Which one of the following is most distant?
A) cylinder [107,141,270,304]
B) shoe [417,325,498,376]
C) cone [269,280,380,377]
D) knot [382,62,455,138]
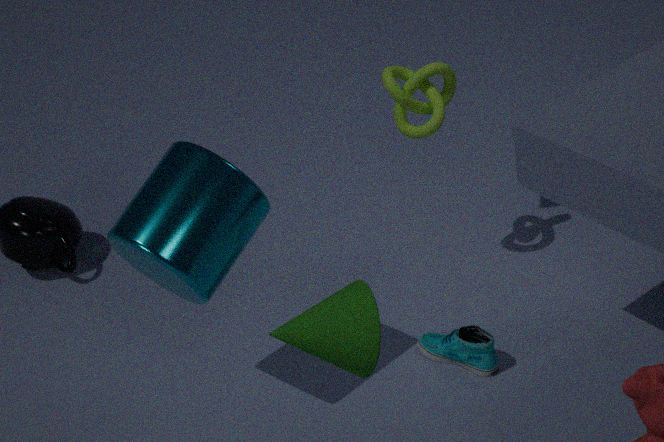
knot [382,62,455,138]
